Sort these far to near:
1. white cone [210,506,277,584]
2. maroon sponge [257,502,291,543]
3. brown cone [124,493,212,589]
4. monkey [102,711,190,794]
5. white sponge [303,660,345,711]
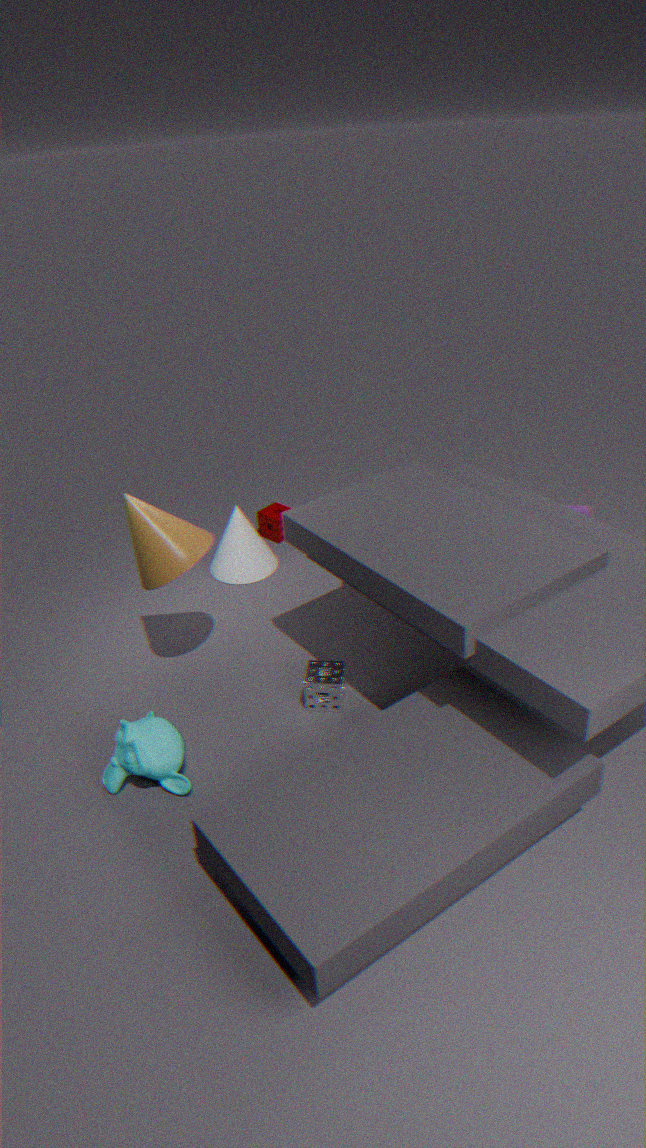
1. maroon sponge [257,502,291,543]
2. white cone [210,506,277,584]
3. white sponge [303,660,345,711]
4. brown cone [124,493,212,589]
5. monkey [102,711,190,794]
